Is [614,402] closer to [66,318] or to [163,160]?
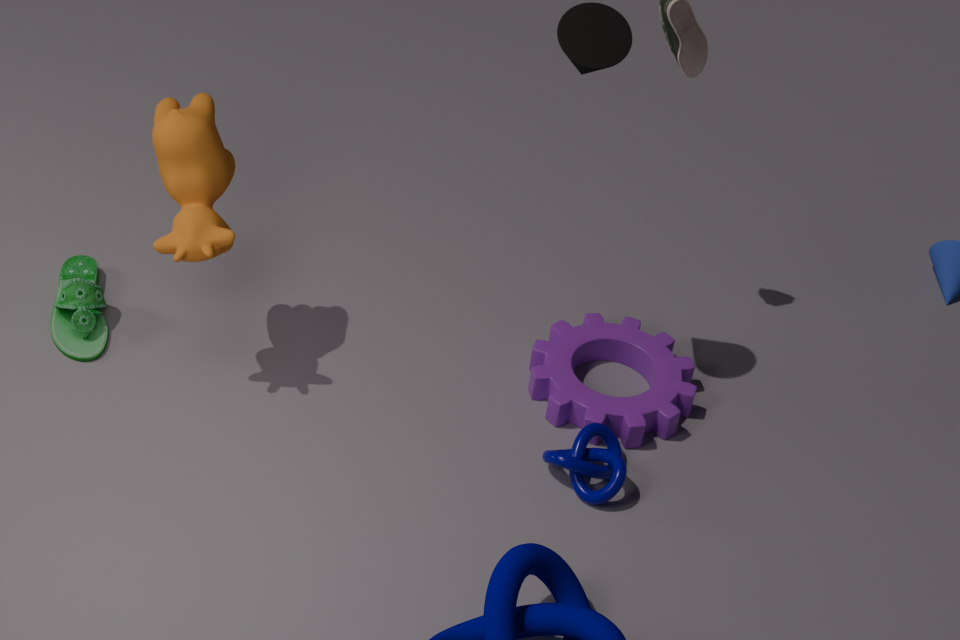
[163,160]
